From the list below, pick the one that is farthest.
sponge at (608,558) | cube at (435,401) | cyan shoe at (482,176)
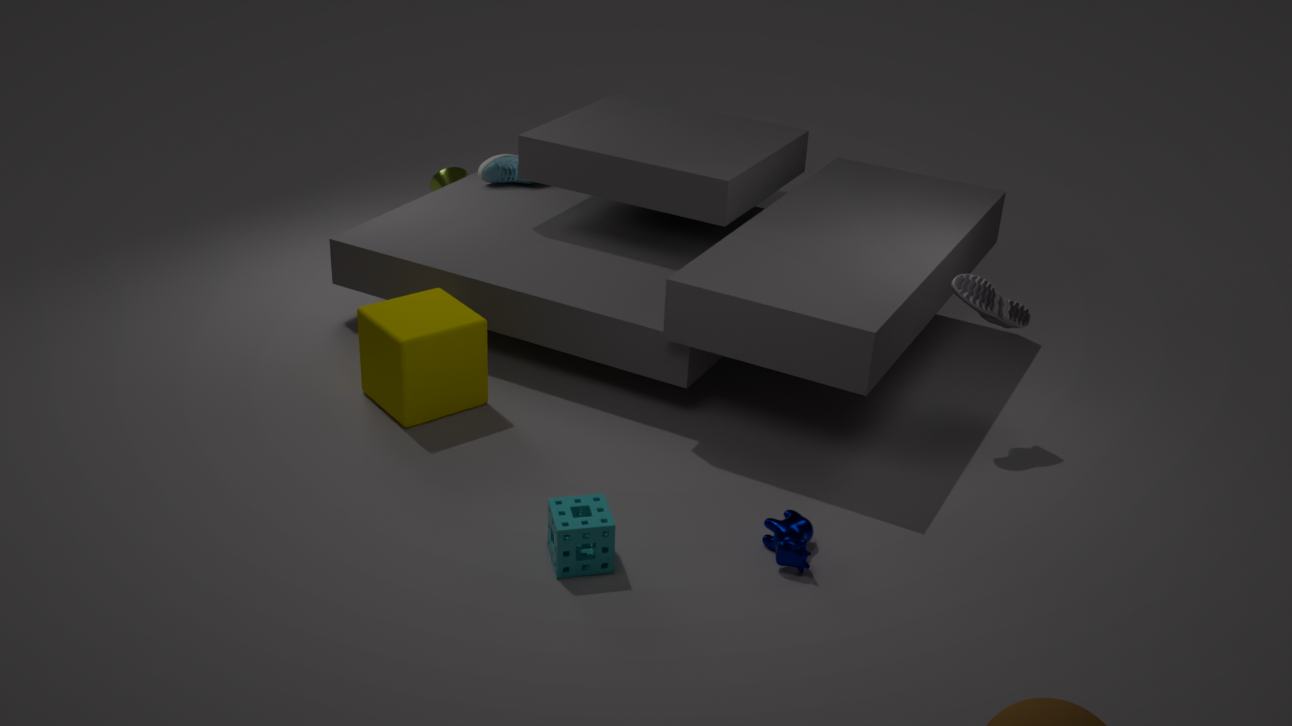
cyan shoe at (482,176)
